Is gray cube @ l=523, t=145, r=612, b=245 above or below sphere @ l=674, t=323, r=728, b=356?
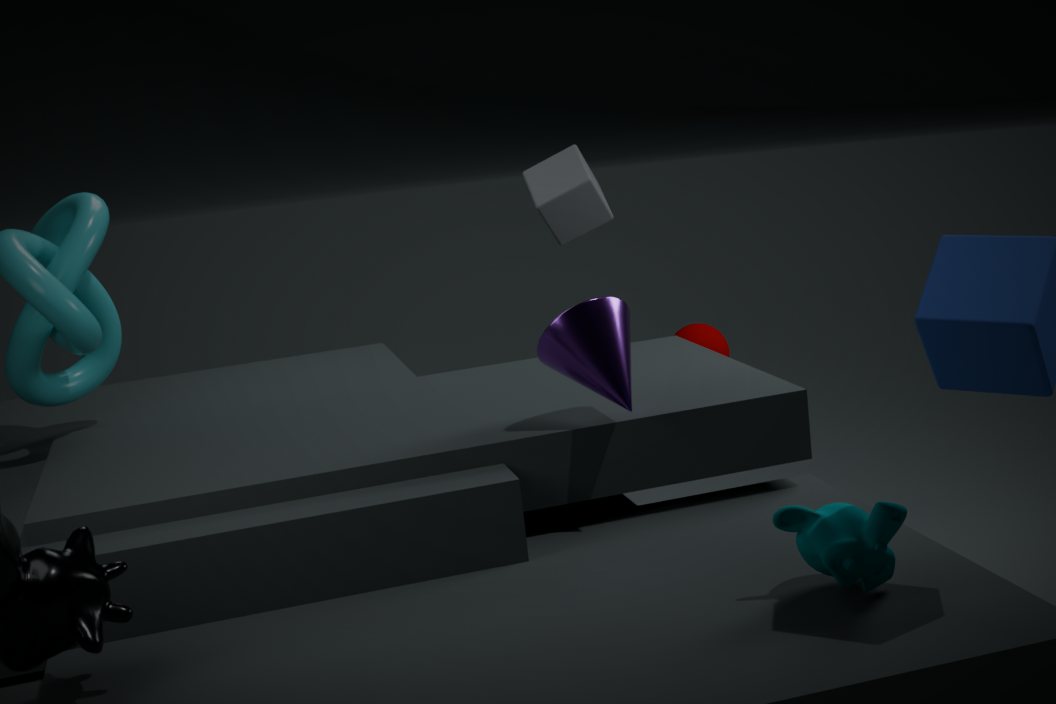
above
